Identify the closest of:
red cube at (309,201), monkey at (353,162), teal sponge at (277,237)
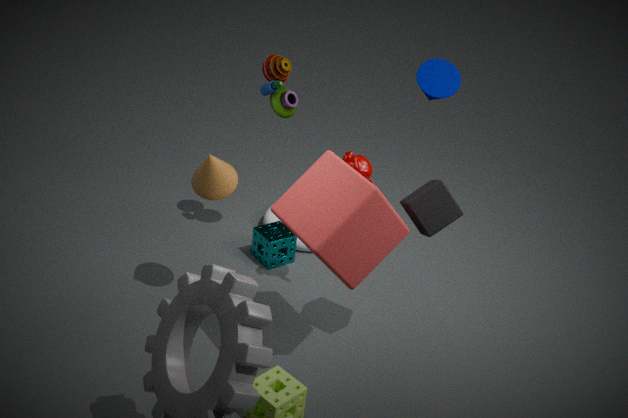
red cube at (309,201)
